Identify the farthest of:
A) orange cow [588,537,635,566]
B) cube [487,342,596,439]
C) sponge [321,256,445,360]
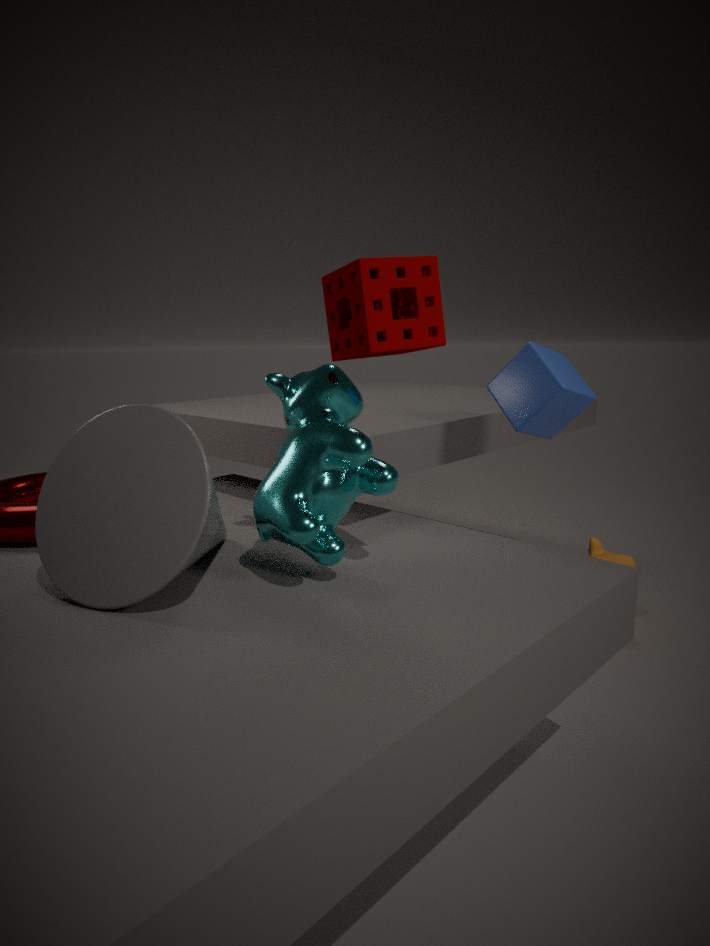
orange cow [588,537,635,566]
